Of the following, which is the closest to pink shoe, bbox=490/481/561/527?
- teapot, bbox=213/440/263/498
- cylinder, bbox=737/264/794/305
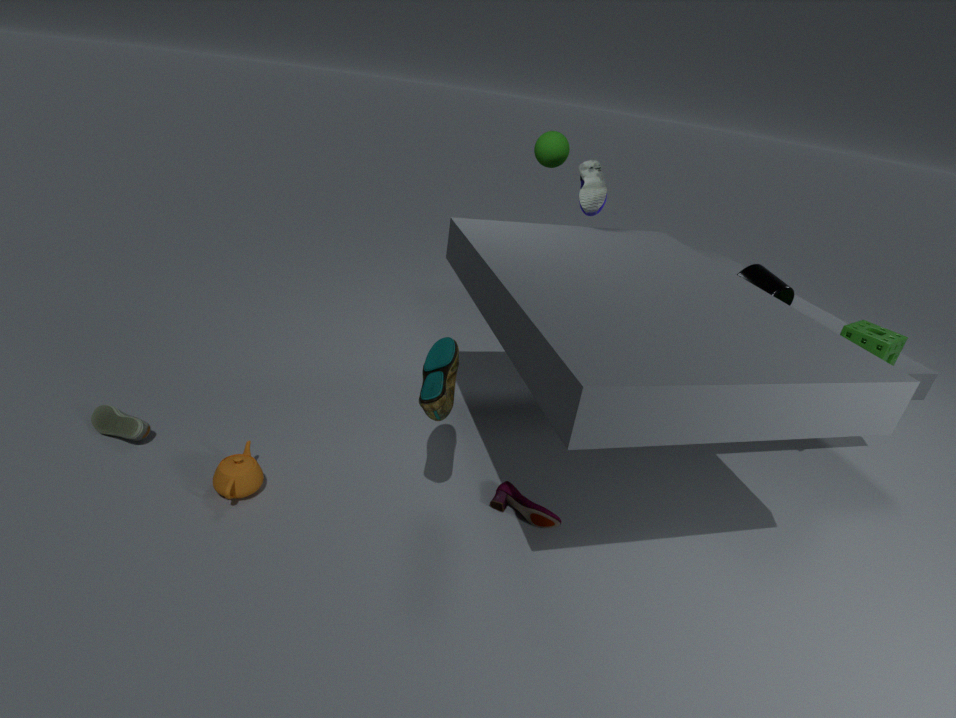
teapot, bbox=213/440/263/498
